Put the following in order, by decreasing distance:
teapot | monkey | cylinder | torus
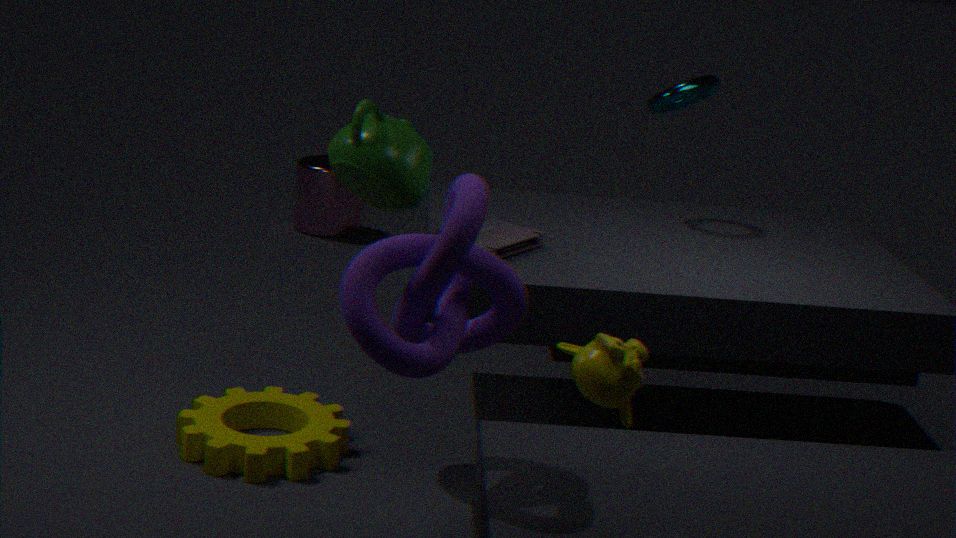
cylinder, torus, teapot, monkey
